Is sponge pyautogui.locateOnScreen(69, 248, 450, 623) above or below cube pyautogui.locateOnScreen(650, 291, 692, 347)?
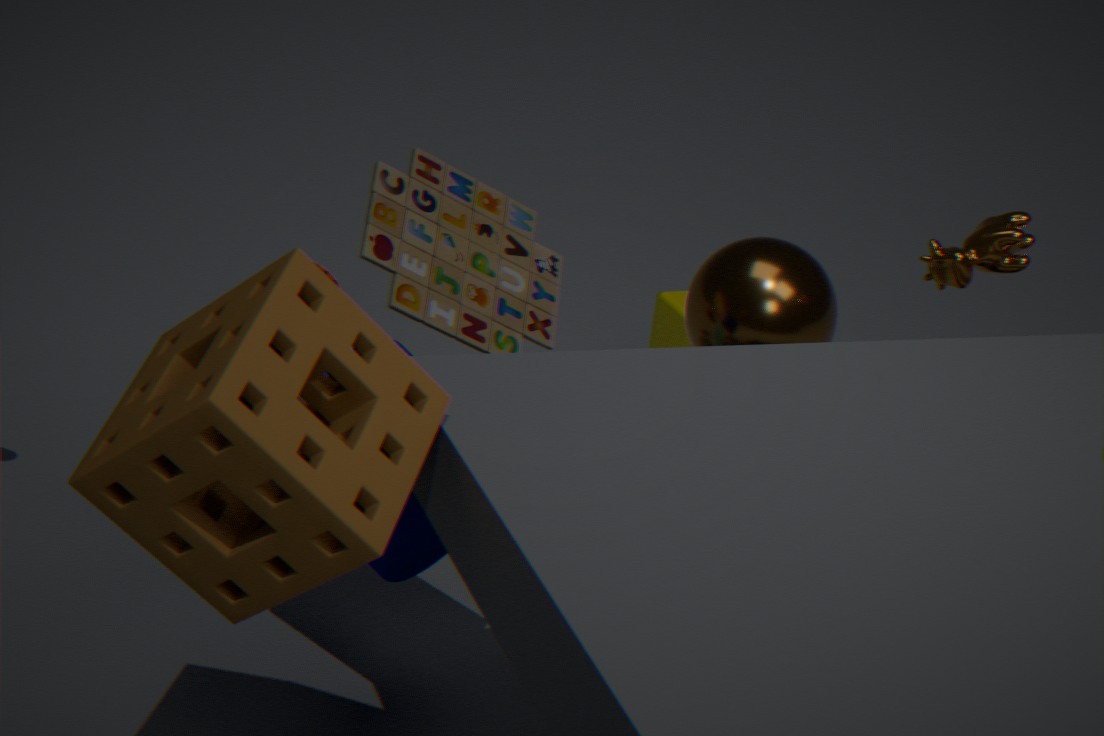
above
